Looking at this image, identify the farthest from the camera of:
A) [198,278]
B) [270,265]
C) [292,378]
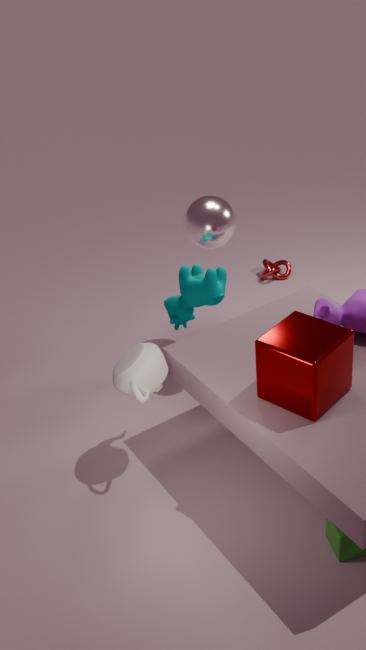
[270,265]
